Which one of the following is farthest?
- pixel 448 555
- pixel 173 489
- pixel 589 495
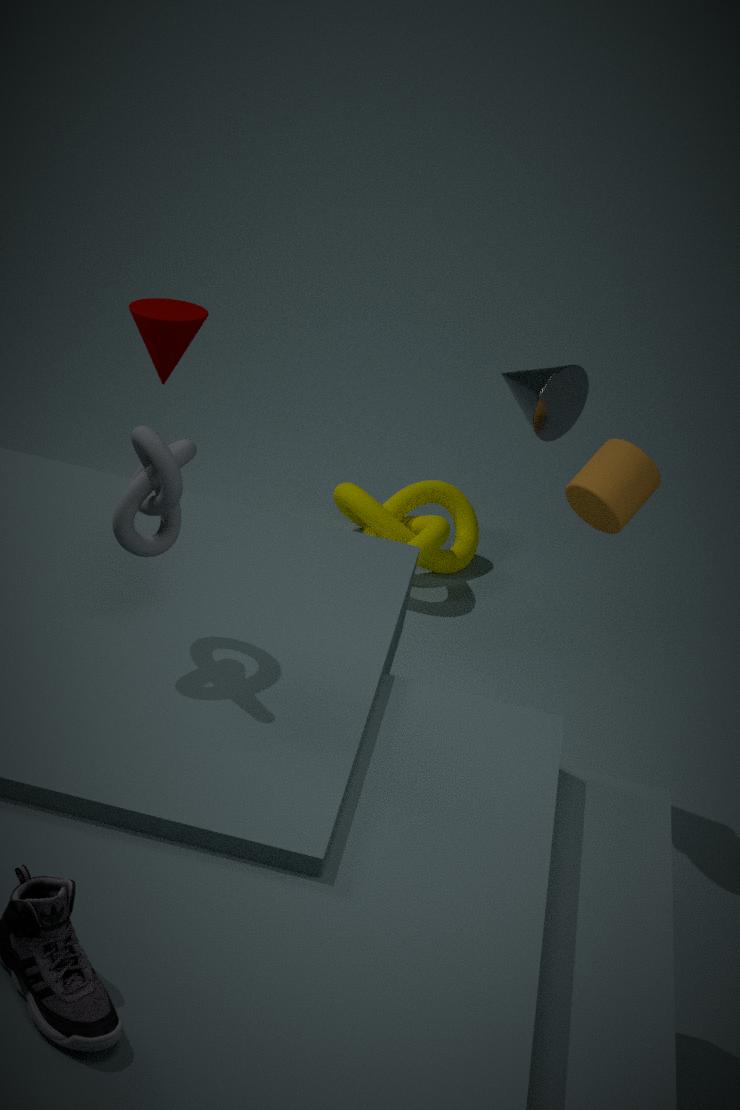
pixel 448 555
